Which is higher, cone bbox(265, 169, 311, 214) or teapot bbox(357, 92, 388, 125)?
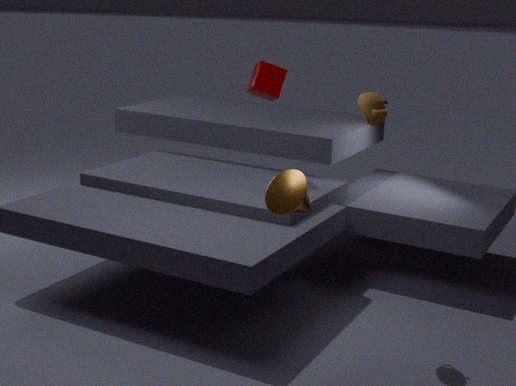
teapot bbox(357, 92, 388, 125)
